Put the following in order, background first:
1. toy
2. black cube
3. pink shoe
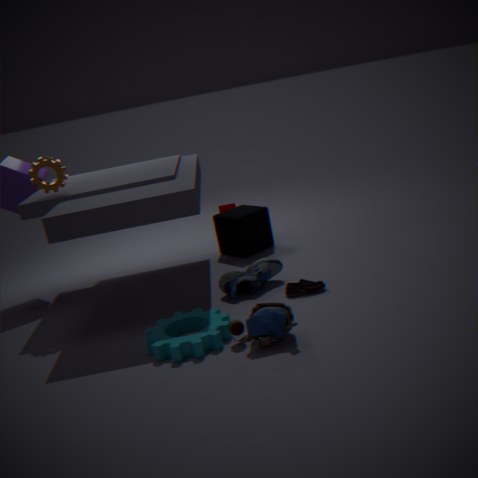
black cube → pink shoe → toy
